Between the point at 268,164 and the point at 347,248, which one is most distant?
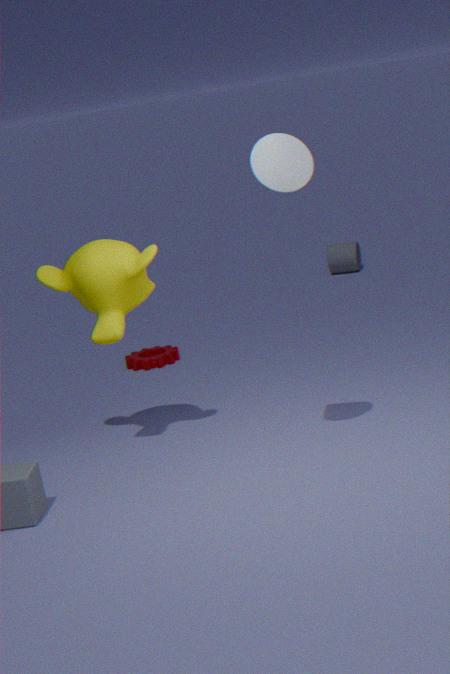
the point at 347,248
